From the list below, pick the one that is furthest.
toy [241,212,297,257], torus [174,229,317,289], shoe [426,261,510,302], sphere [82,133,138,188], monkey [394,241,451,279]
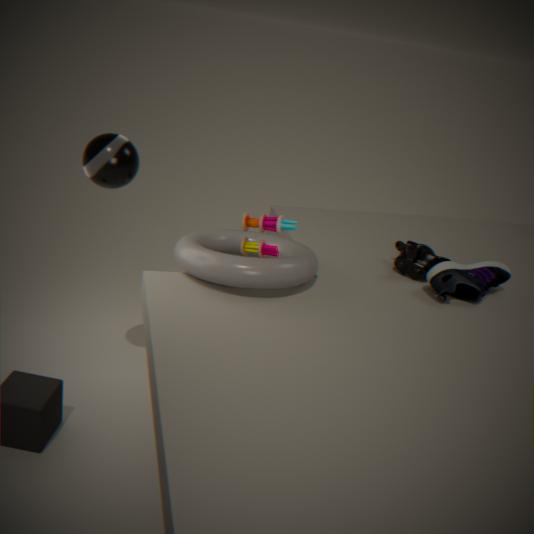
monkey [394,241,451,279]
